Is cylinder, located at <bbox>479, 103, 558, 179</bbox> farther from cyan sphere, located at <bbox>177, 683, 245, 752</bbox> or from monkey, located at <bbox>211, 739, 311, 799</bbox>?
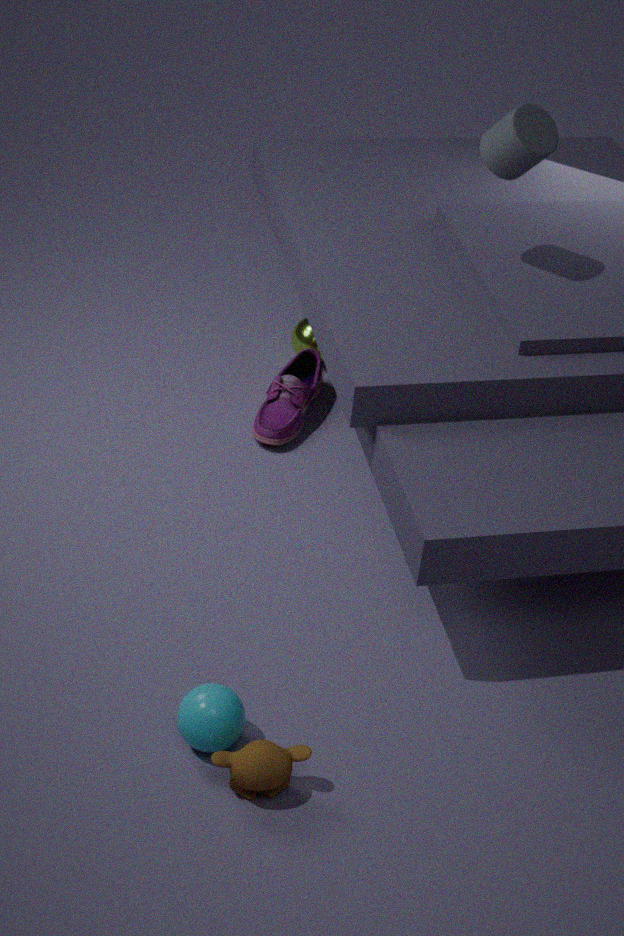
monkey, located at <bbox>211, 739, 311, 799</bbox>
